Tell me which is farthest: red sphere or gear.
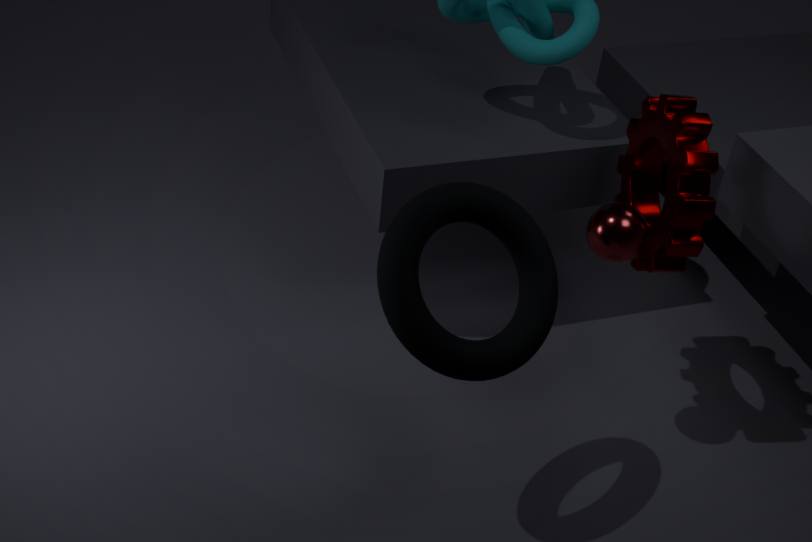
red sphere
